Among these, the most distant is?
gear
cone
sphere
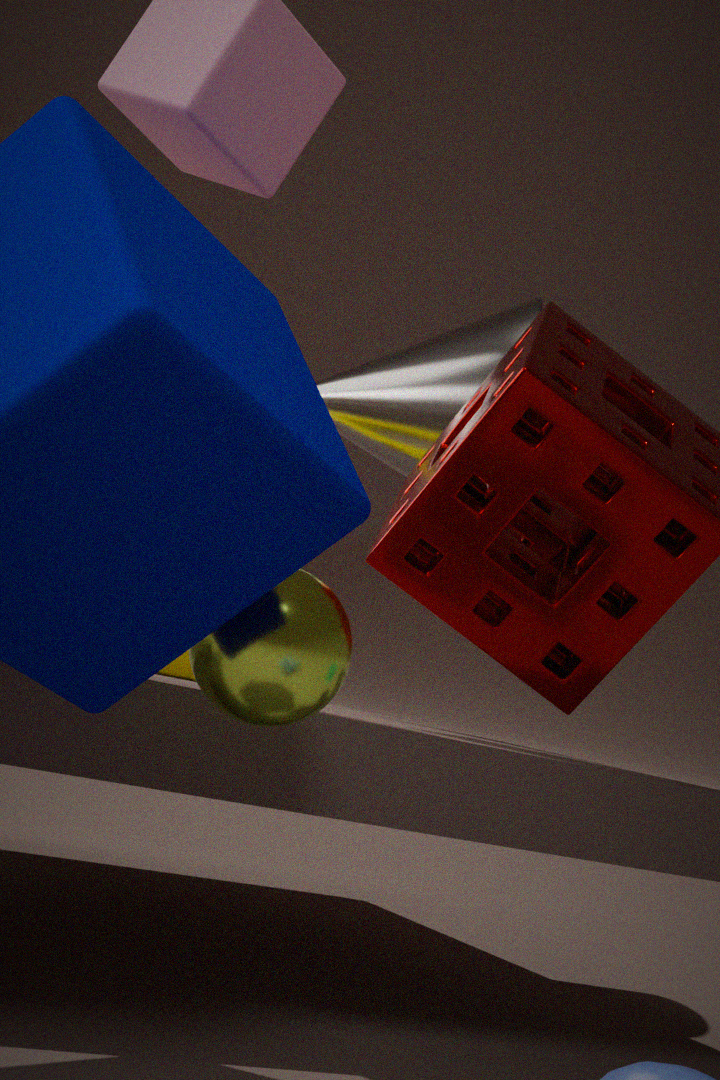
cone
